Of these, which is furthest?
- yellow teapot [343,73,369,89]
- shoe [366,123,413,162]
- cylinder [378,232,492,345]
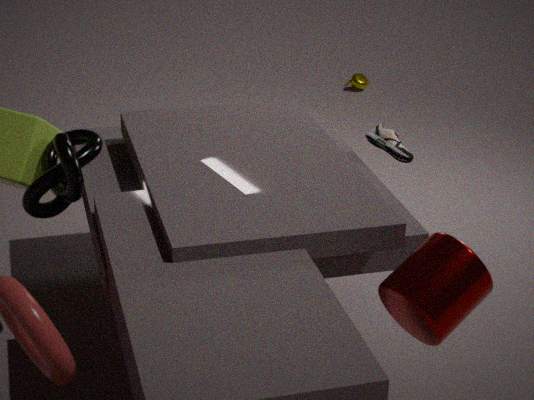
yellow teapot [343,73,369,89]
